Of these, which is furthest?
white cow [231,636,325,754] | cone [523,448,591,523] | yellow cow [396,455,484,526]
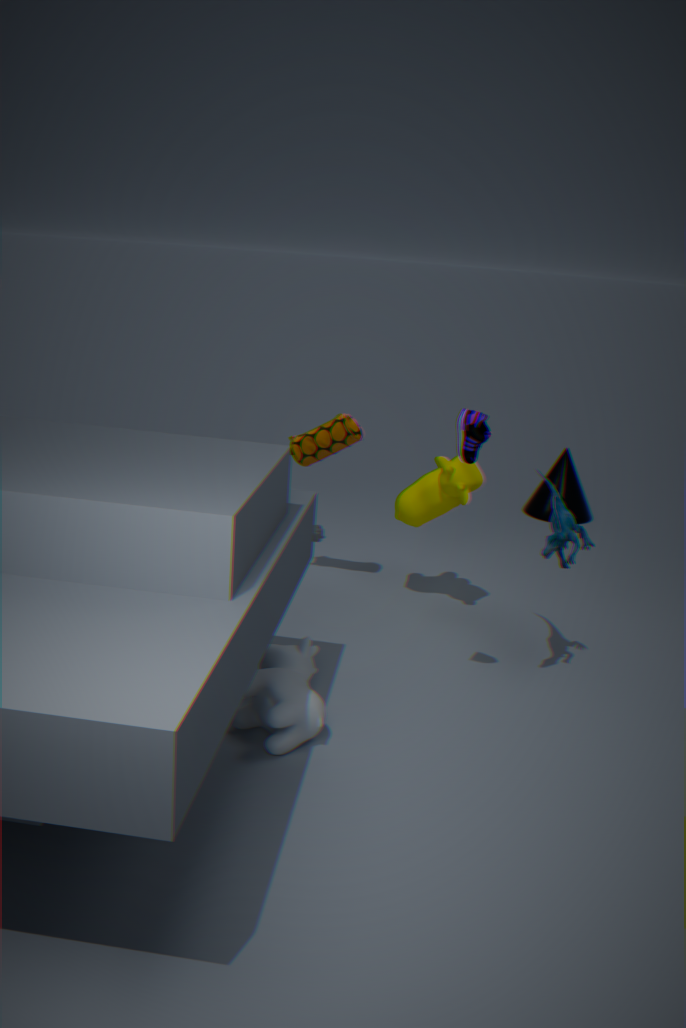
cone [523,448,591,523]
